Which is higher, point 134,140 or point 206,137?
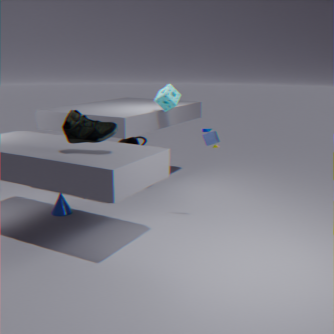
point 206,137
